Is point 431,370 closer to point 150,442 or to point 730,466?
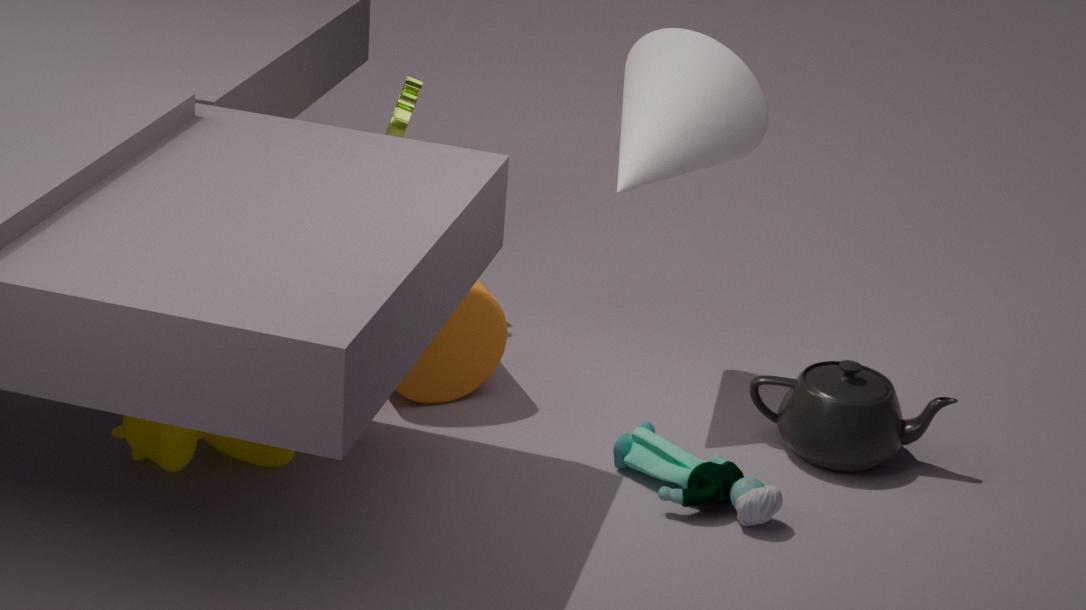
point 150,442
